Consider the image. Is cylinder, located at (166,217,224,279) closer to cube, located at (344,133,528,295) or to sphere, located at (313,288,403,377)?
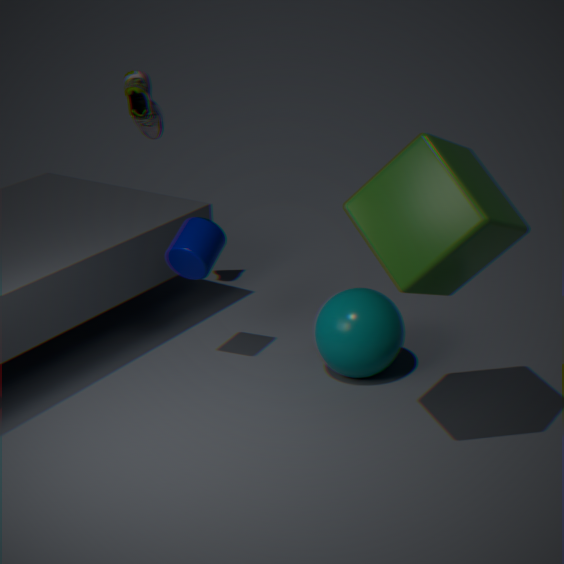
sphere, located at (313,288,403,377)
